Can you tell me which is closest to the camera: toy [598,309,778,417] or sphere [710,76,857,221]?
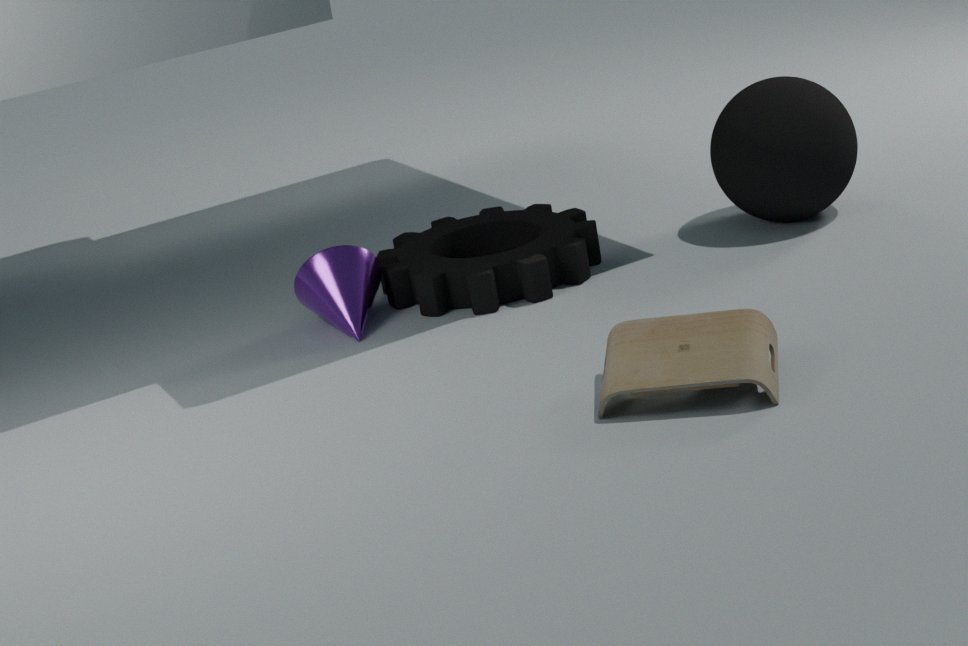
toy [598,309,778,417]
